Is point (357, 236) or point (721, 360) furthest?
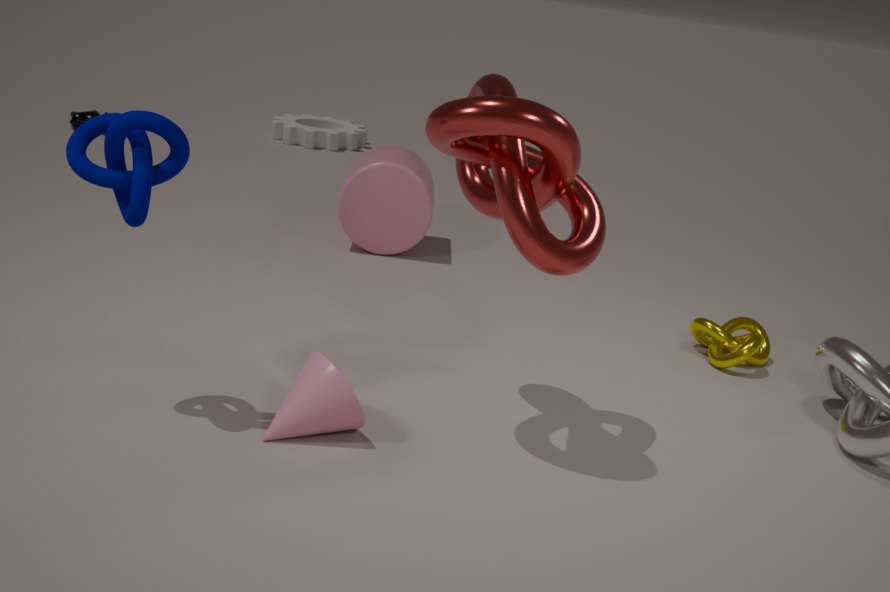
point (357, 236)
